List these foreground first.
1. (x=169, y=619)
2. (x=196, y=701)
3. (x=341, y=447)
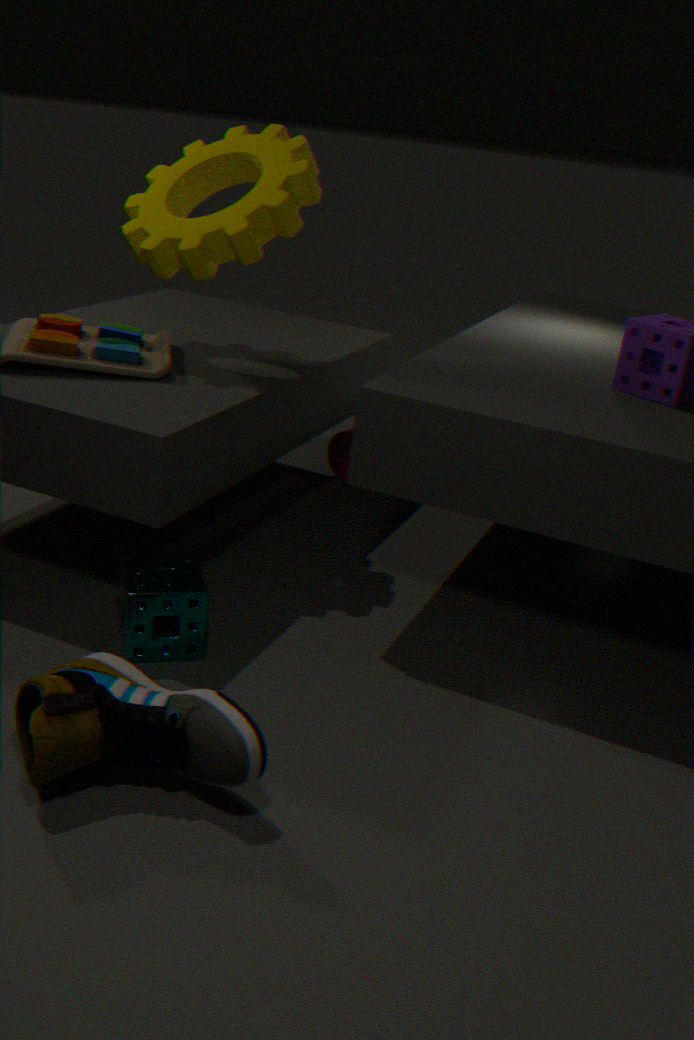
→ (x=196, y=701) → (x=169, y=619) → (x=341, y=447)
